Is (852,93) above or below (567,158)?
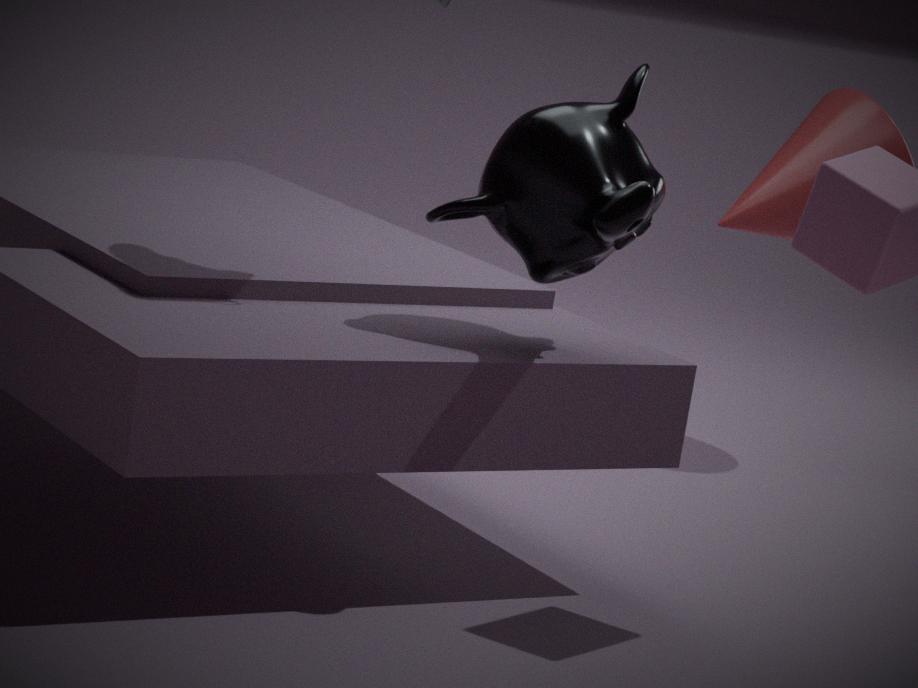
below
